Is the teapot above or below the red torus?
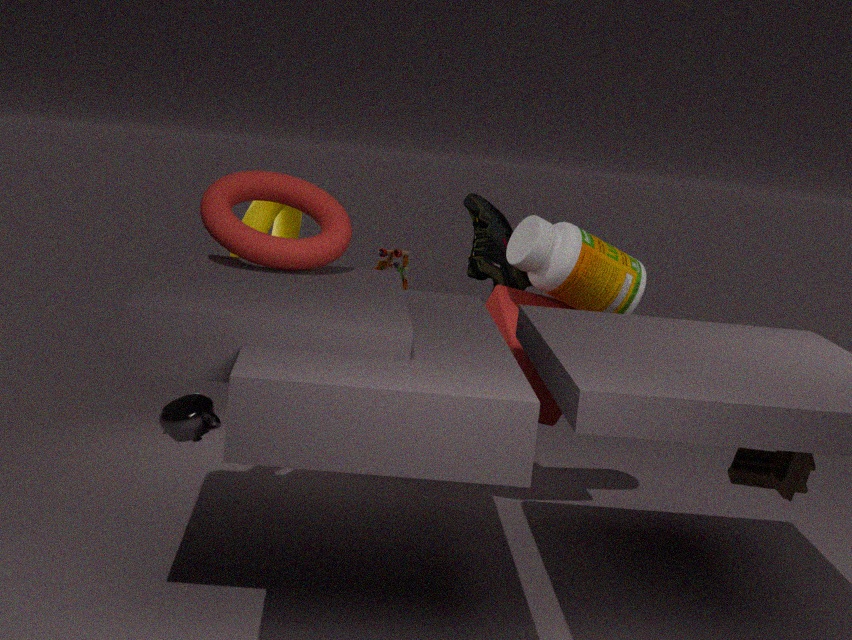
below
